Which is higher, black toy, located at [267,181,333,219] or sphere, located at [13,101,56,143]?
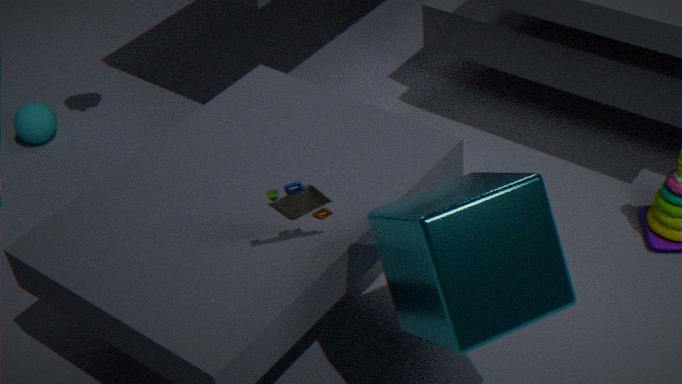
black toy, located at [267,181,333,219]
